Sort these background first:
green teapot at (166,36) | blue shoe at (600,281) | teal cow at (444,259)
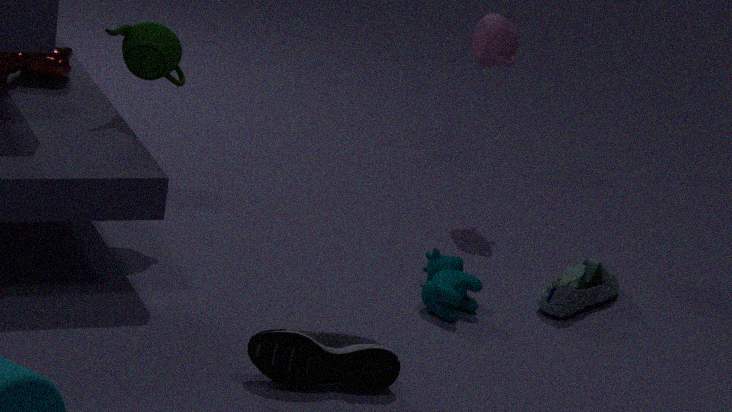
blue shoe at (600,281), green teapot at (166,36), teal cow at (444,259)
